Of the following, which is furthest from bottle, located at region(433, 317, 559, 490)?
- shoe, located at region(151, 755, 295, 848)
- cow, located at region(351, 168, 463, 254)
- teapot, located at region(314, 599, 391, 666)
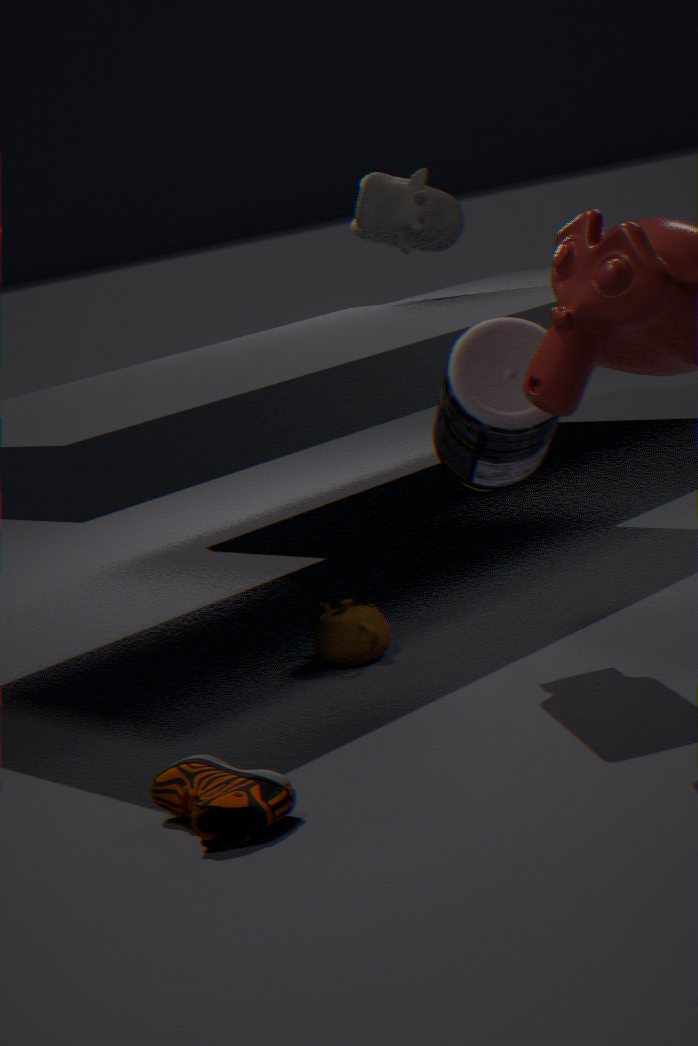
cow, located at region(351, 168, 463, 254)
